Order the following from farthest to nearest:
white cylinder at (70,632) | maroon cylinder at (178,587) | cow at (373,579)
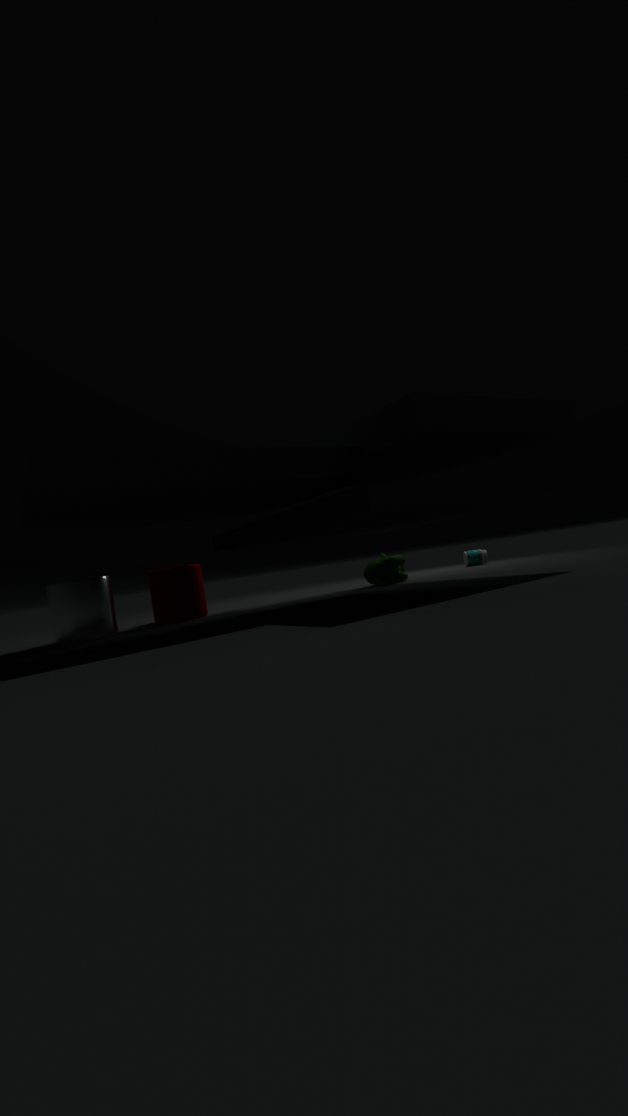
cow at (373,579), maroon cylinder at (178,587), white cylinder at (70,632)
